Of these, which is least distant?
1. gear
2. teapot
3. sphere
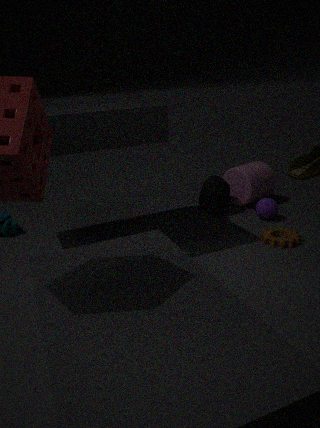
gear
